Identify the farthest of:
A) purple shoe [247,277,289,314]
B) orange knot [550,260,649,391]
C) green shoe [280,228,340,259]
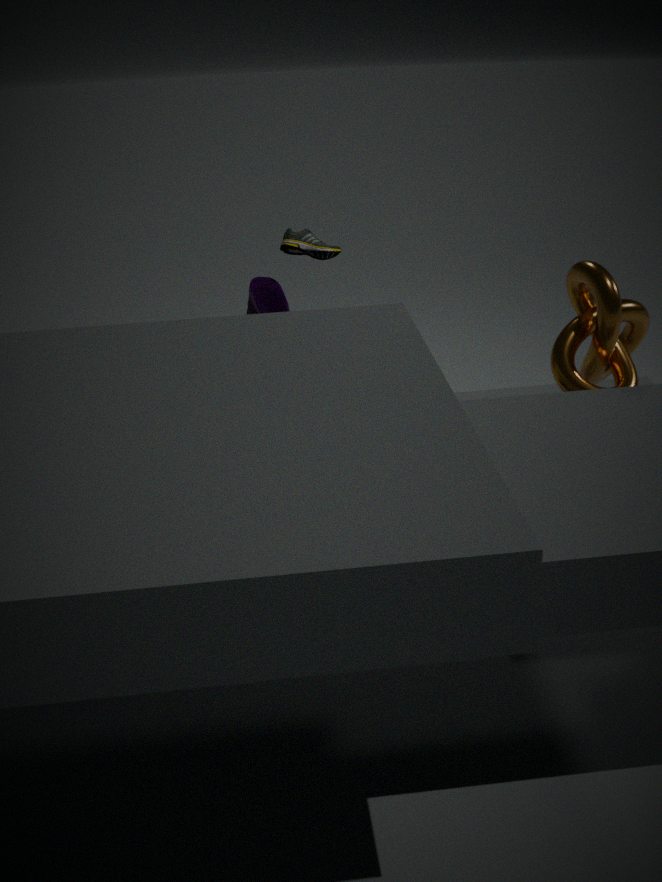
green shoe [280,228,340,259]
